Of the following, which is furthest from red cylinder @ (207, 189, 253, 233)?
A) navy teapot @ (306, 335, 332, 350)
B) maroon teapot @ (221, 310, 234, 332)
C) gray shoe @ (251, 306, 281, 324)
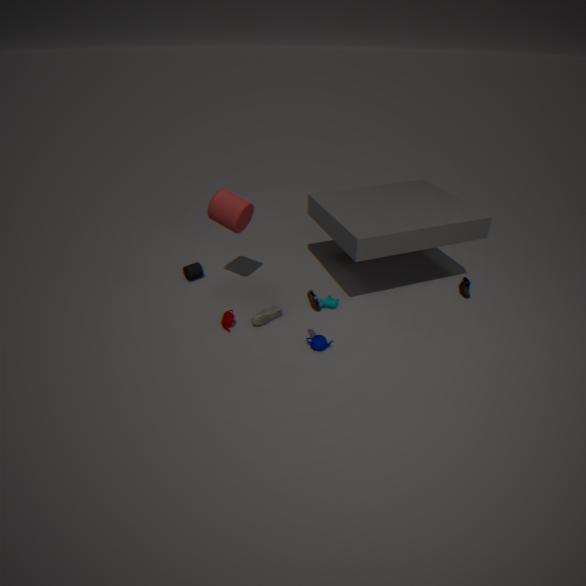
navy teapot @ (306, 335, 332, 350)
